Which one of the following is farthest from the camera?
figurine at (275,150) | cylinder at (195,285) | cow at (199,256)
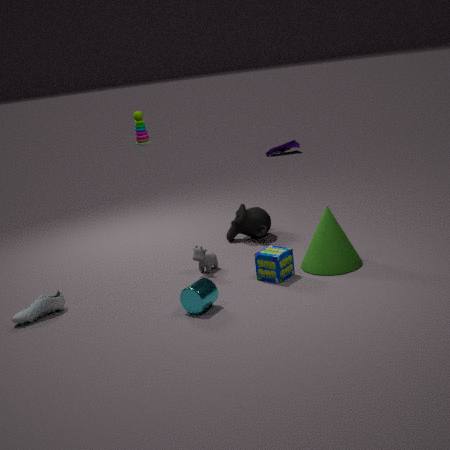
figurine at (275,150)
